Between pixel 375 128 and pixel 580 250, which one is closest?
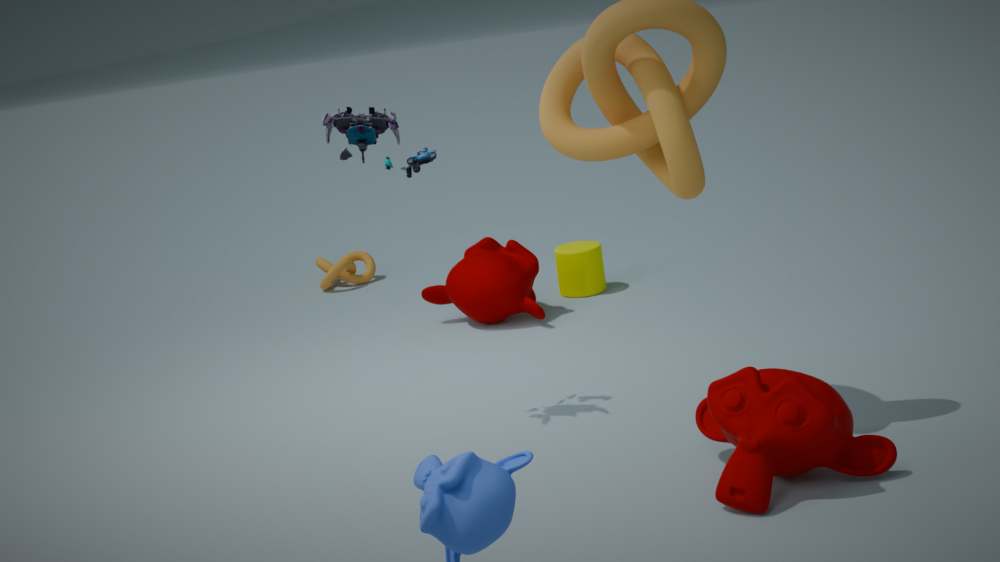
pixel 375 128
